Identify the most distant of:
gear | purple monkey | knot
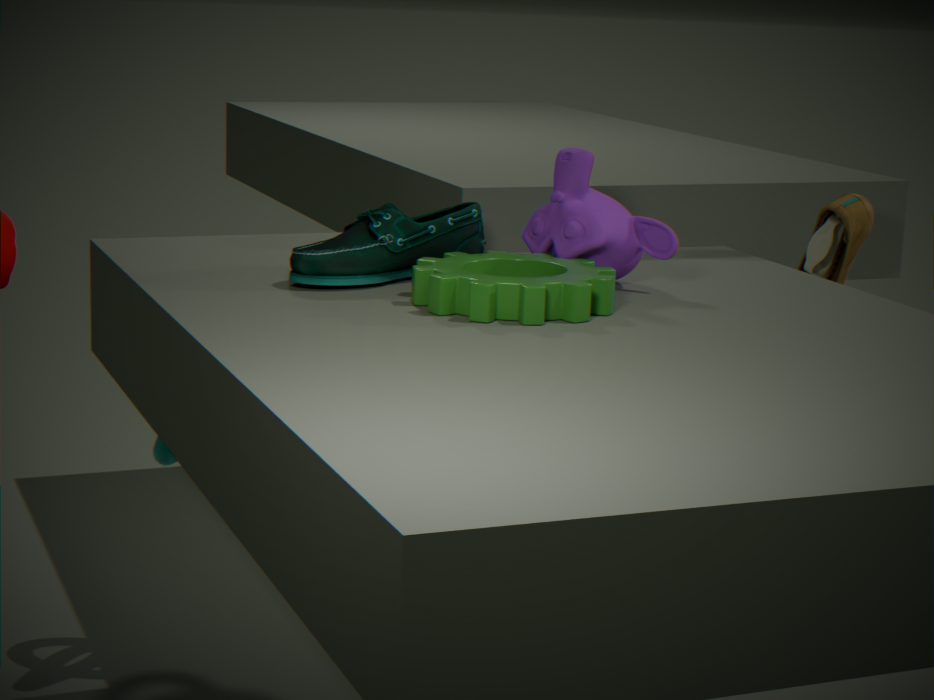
knot
